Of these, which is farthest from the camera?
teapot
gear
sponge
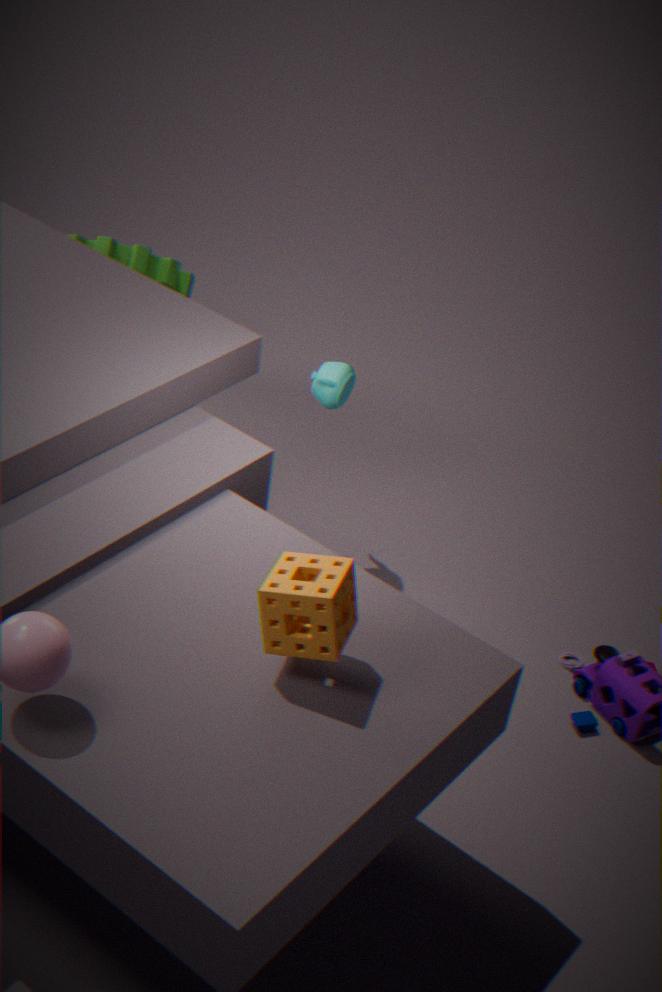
gear
